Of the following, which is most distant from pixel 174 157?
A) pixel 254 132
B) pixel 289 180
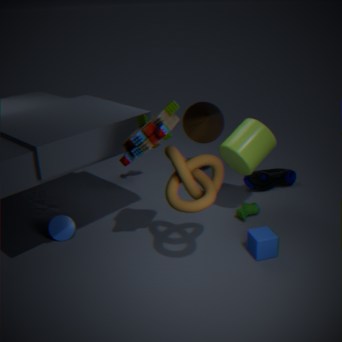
pixel 289 180
